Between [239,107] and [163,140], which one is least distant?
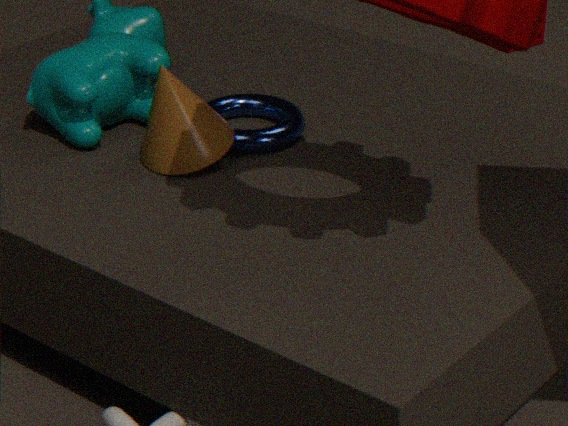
[163,140]
